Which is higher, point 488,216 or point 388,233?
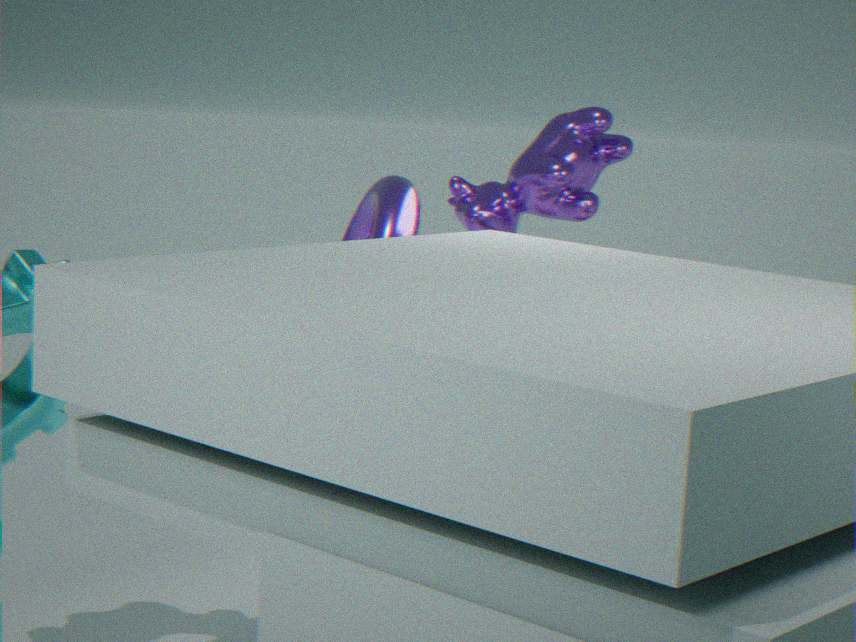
point 488,216
